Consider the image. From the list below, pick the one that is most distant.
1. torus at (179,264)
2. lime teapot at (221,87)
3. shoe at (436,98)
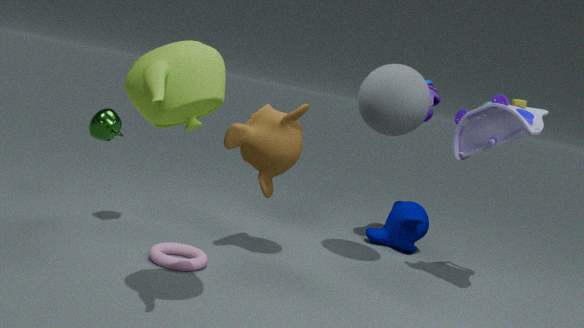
shoe at (436,98)
